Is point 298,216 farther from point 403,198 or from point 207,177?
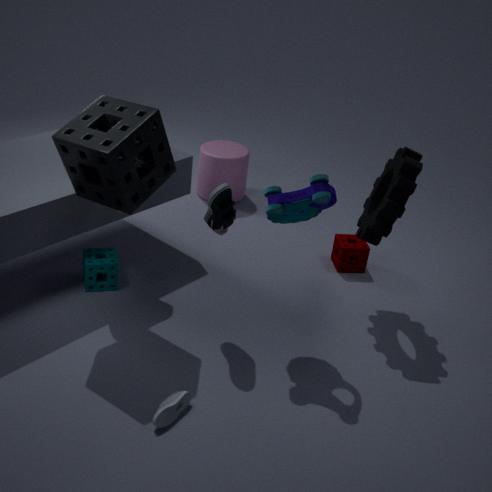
point 207,177
